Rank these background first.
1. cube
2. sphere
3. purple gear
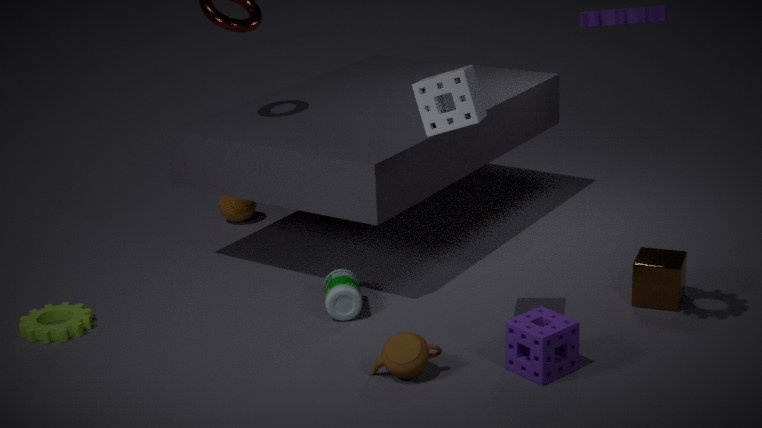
sphere → cube → purple gear
